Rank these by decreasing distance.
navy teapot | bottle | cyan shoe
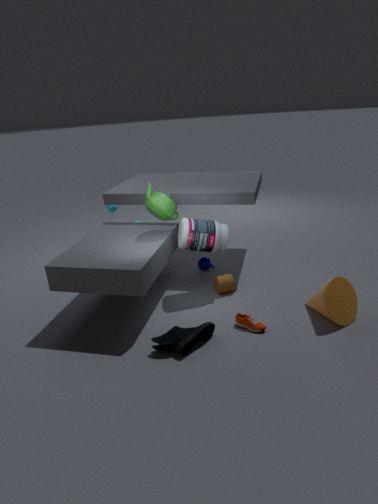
1. navy teapot
2. bottle
3. cyan shoe
